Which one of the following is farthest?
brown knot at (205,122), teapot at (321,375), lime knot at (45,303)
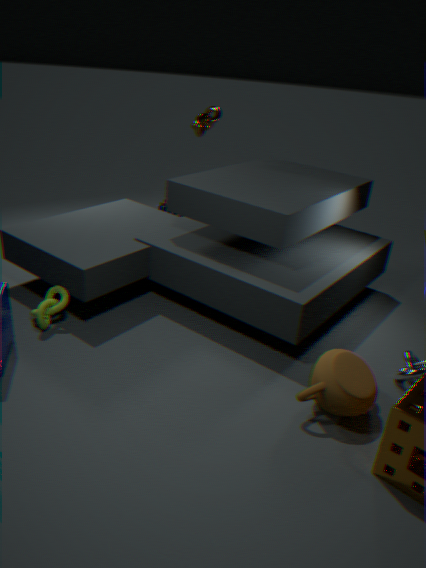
brown knot at (205,122)
